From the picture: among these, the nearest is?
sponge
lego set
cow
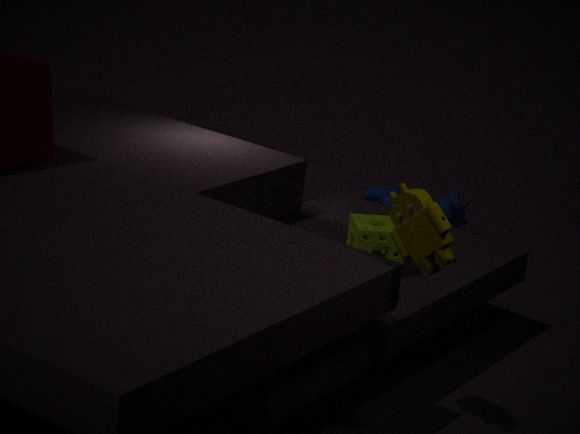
lego set
